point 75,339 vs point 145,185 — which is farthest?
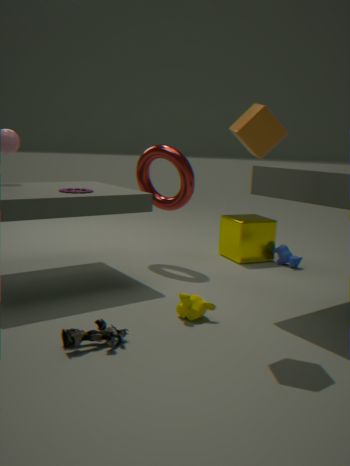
point 145,185
